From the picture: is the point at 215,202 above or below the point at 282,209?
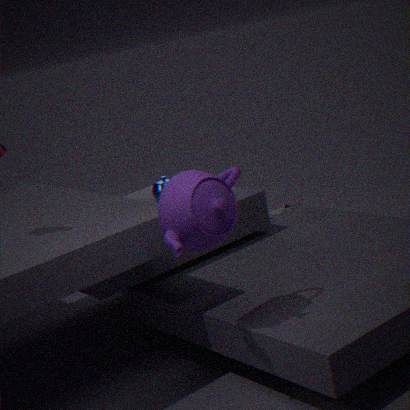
above
